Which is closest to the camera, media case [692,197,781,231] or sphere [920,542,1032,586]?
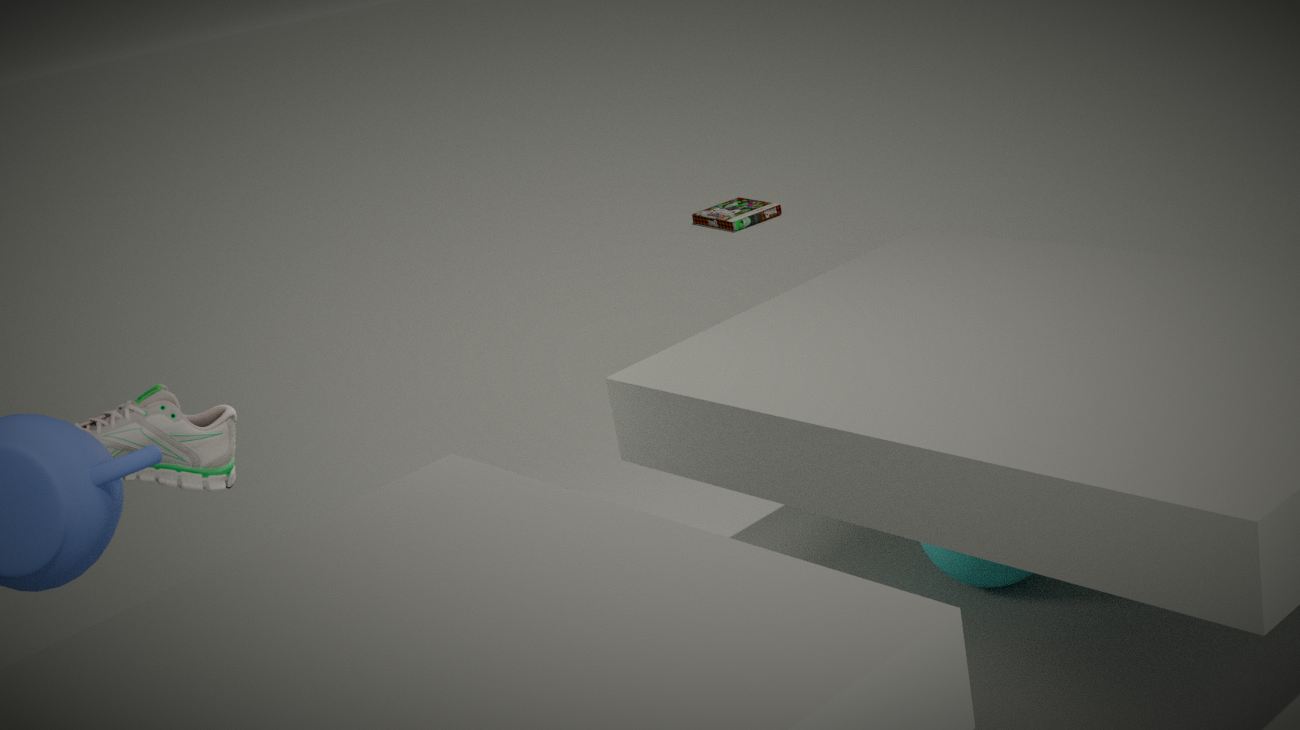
sphere [920,542,1032,586]
